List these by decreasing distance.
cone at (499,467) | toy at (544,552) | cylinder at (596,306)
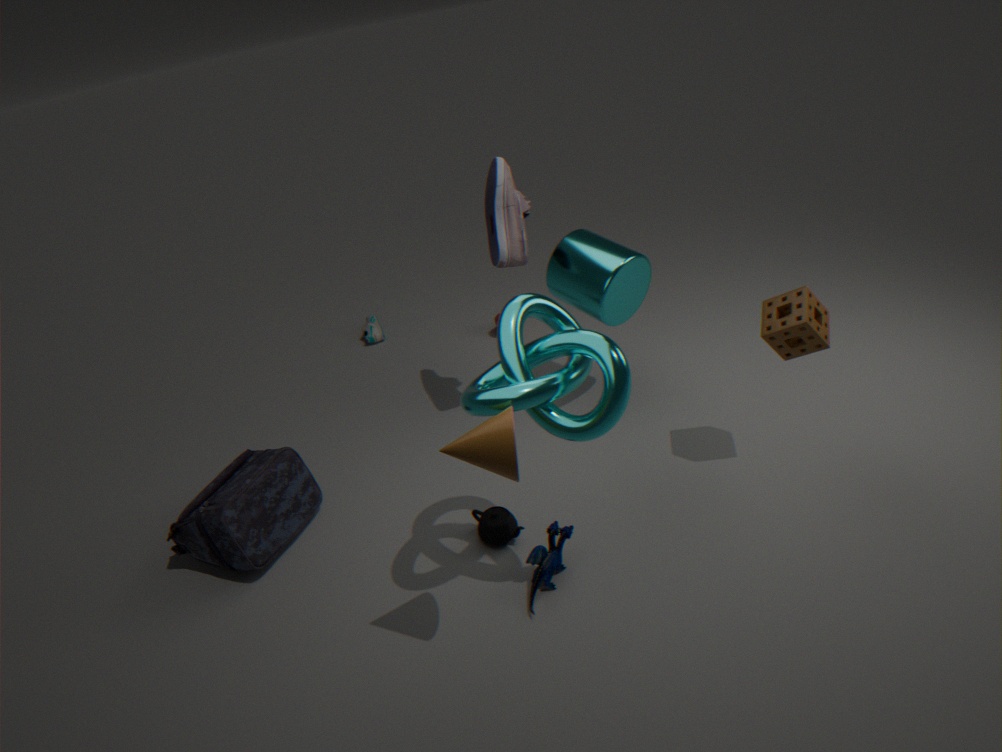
cylinder at (596,306) → toy at (544,552) → cone at (499,467)
